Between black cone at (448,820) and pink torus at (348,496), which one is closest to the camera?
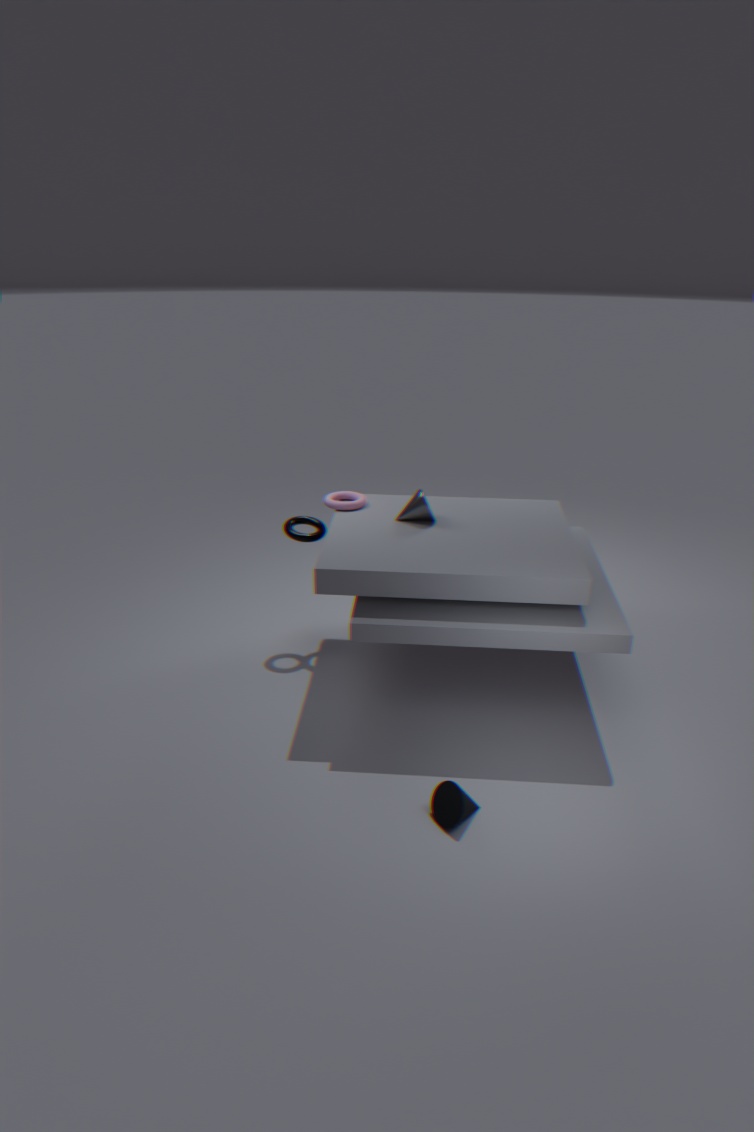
black cone at (448,820)
